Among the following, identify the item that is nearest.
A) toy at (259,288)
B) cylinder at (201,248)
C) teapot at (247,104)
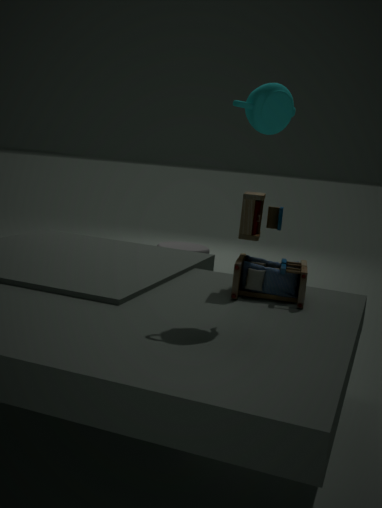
teapot at (247,104)
